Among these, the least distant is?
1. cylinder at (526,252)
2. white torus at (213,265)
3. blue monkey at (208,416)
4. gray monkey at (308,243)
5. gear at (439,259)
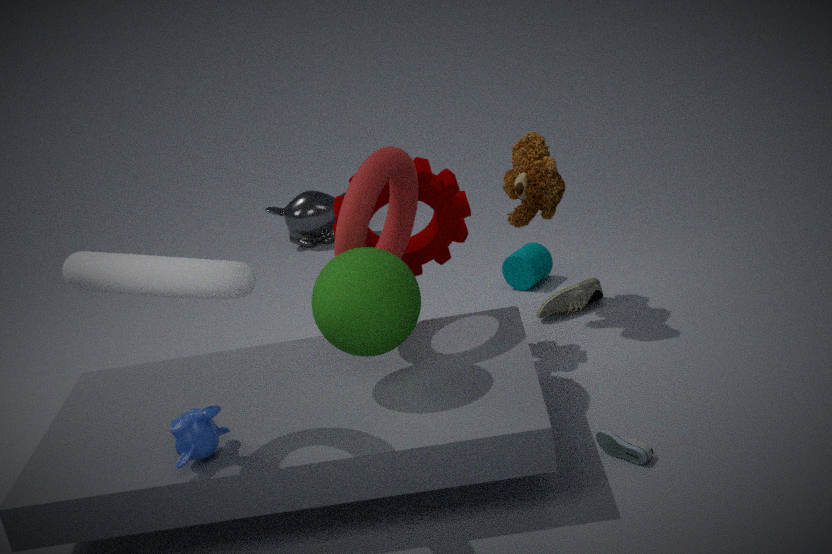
white torus at (213,265)
